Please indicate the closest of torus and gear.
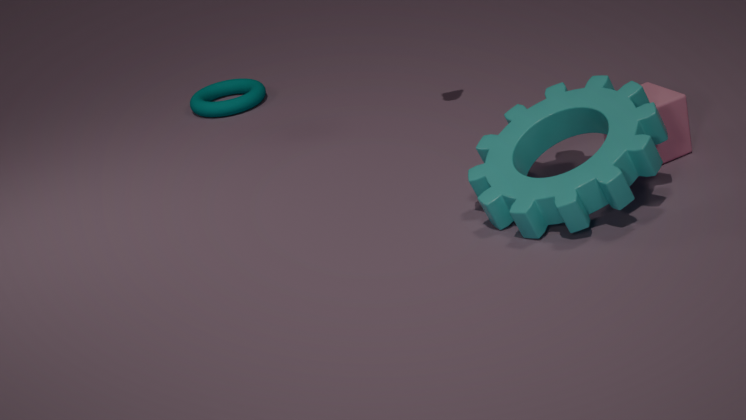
gear
